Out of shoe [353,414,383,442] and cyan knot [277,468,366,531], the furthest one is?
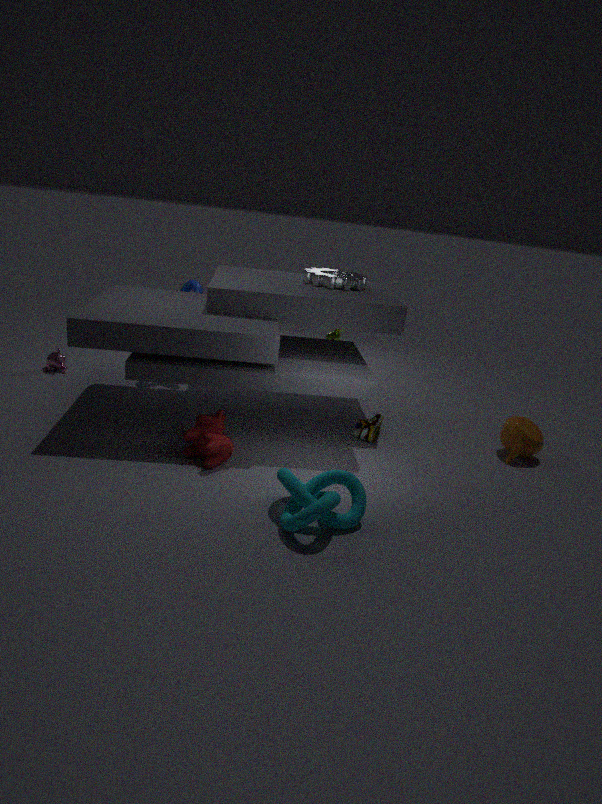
shoe [353,414,383,442]
